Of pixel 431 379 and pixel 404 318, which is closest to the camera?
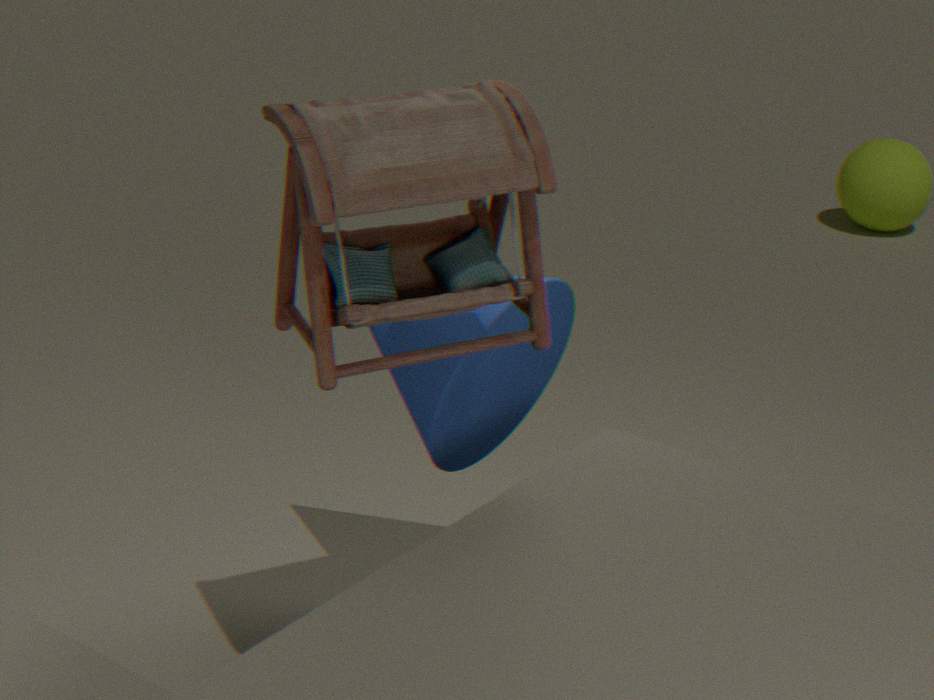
pixel 404 318
